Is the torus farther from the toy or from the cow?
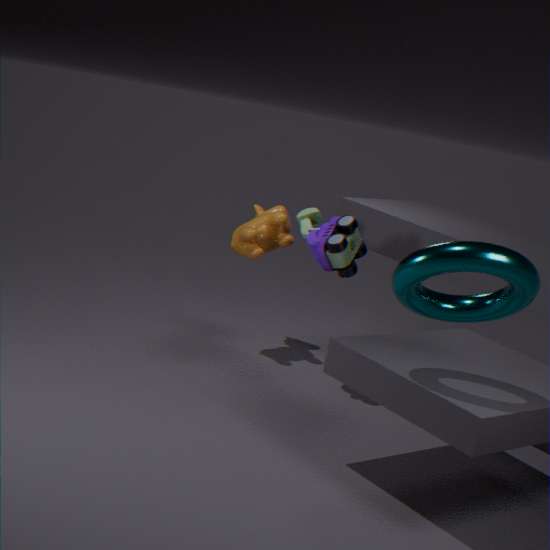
the cow
